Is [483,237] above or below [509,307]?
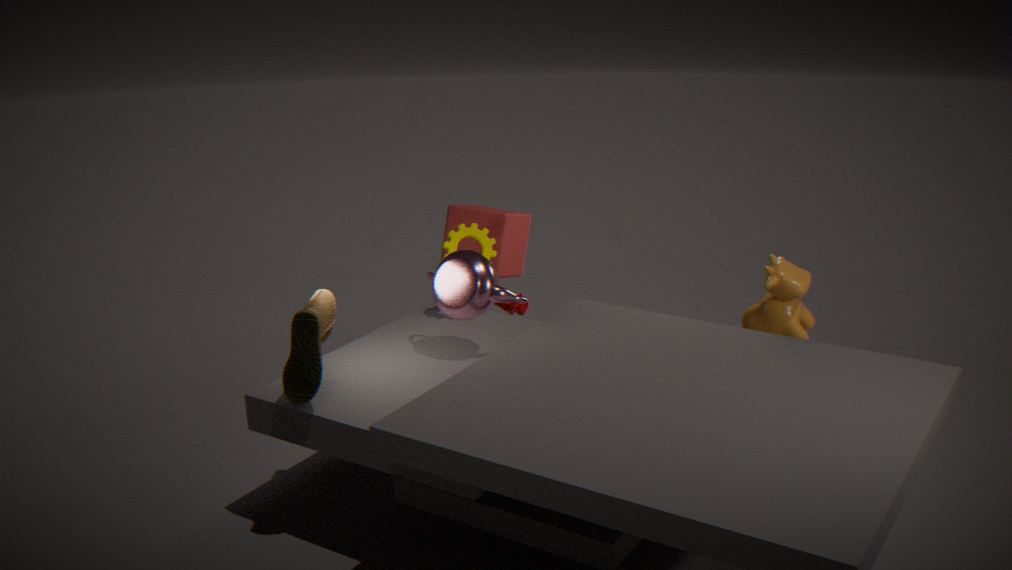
above
